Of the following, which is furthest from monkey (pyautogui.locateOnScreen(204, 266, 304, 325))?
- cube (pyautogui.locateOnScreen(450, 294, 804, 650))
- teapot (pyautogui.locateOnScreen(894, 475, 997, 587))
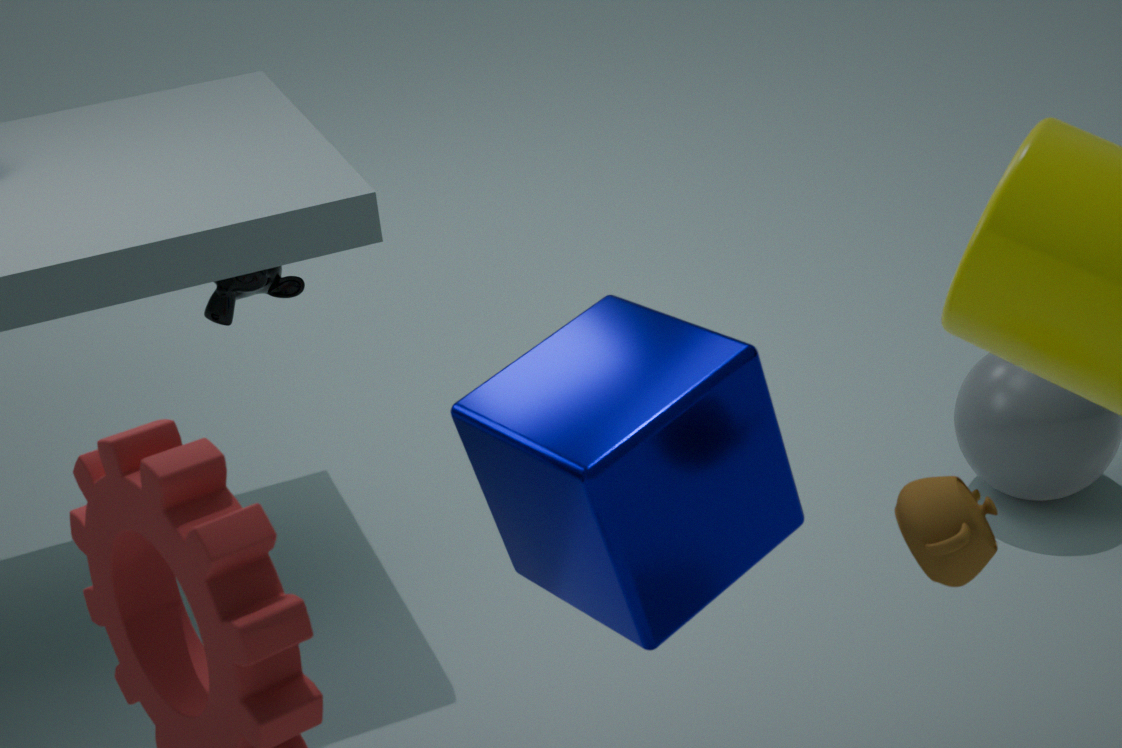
teapot (pyautogui.locateOnScreen(894, 475, 997, 587))
